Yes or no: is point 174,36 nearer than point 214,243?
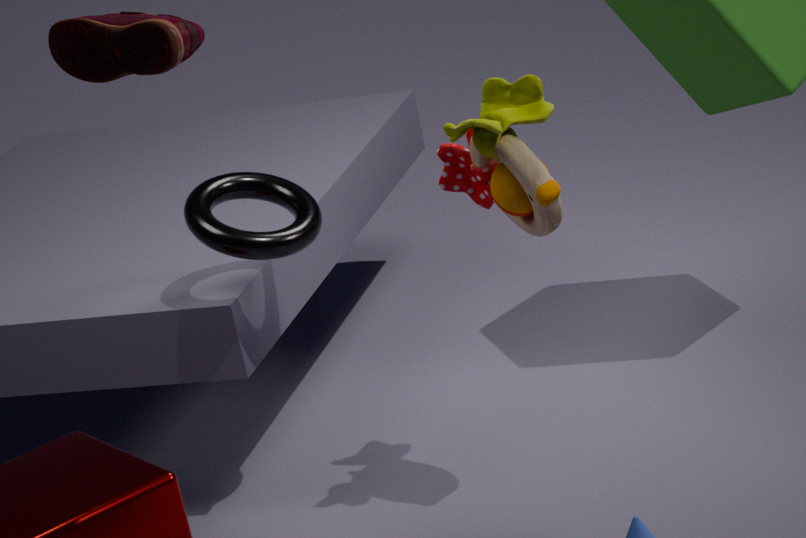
Yes
